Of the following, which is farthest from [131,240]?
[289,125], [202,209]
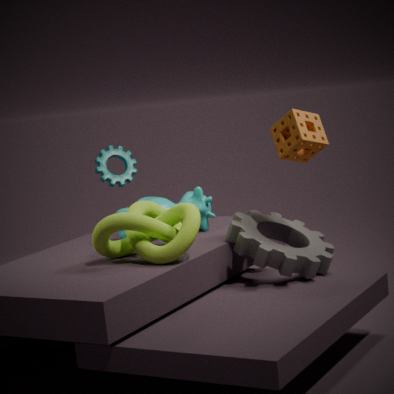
[289,125]
